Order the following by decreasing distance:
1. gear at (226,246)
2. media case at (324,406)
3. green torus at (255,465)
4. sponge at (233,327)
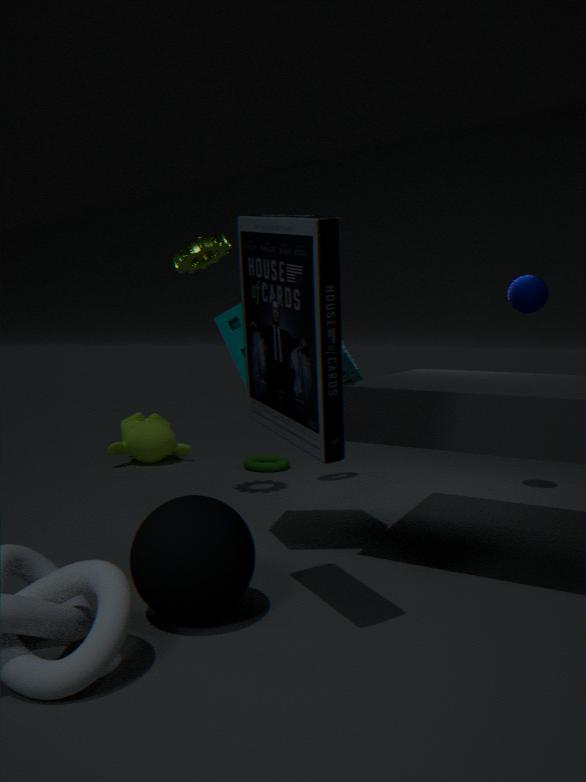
1. green torus at (255,465)
2. gear at (226,246)
3. sponge at (233,327)
4. media case at (324,406)
